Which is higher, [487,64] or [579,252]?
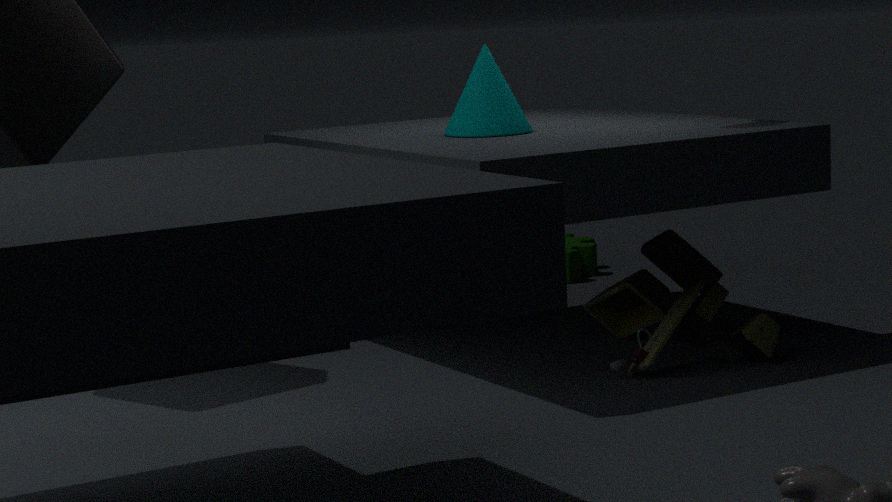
[487,64]
